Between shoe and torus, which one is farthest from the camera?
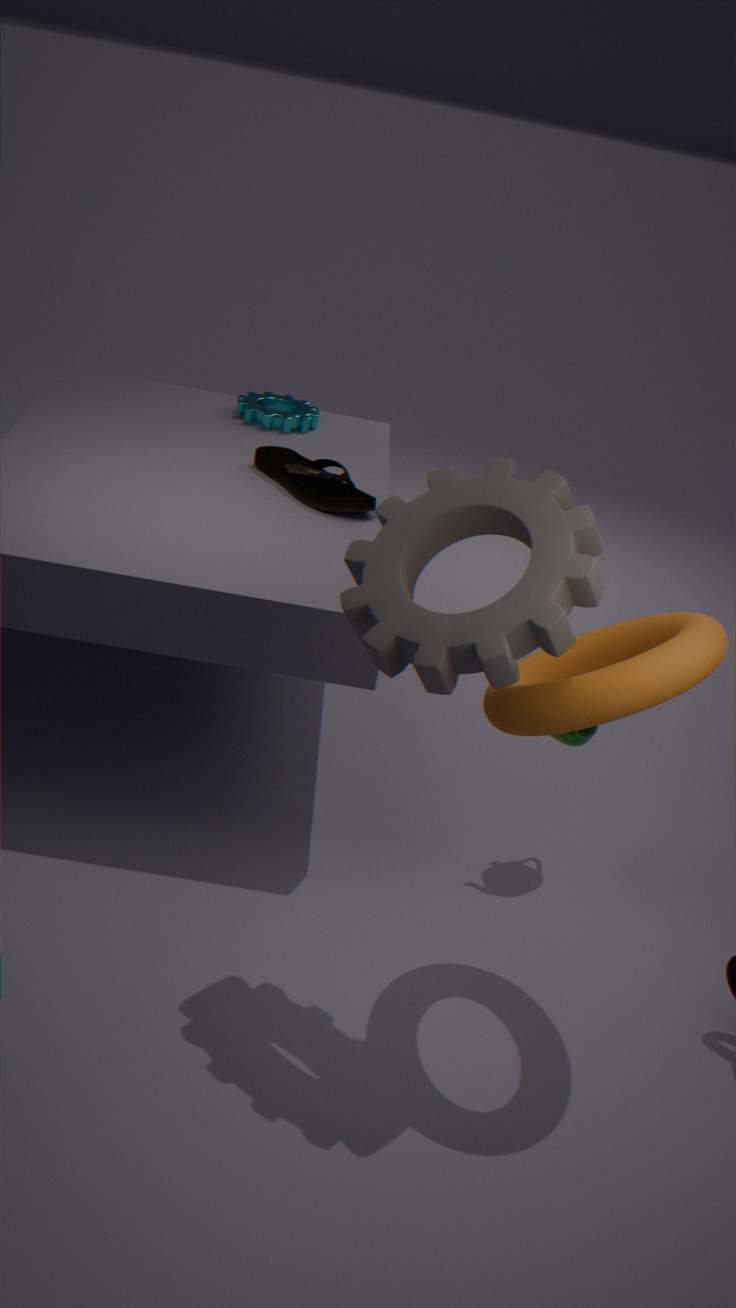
shoe
